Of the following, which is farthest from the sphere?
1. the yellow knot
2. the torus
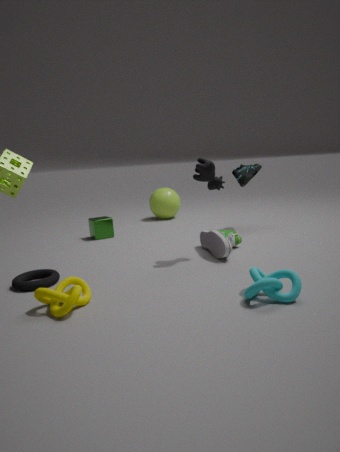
the yellow knot
